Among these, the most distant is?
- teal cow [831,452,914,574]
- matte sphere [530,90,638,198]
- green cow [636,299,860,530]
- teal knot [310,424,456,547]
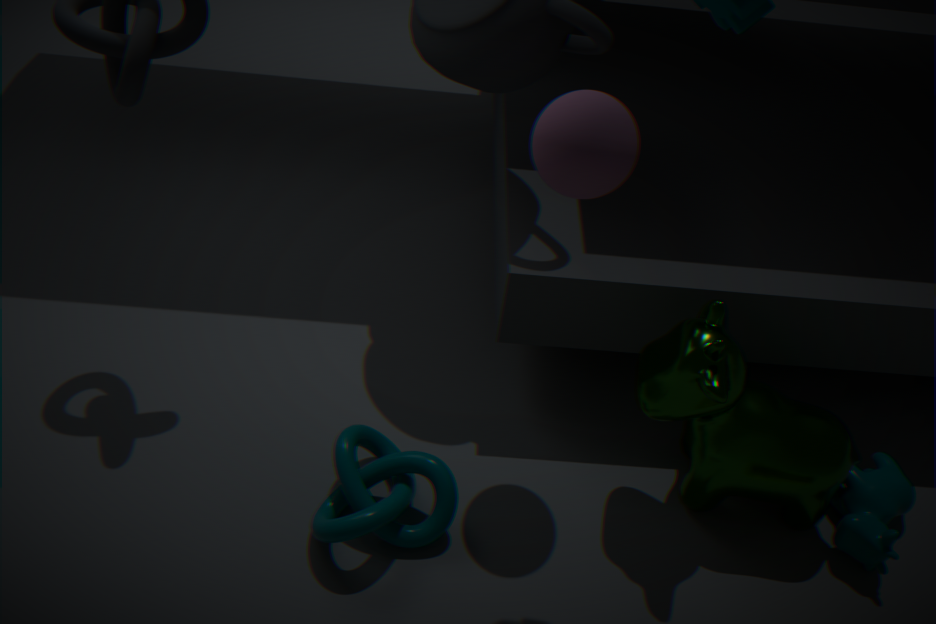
teal cow [831,452,914,574]
